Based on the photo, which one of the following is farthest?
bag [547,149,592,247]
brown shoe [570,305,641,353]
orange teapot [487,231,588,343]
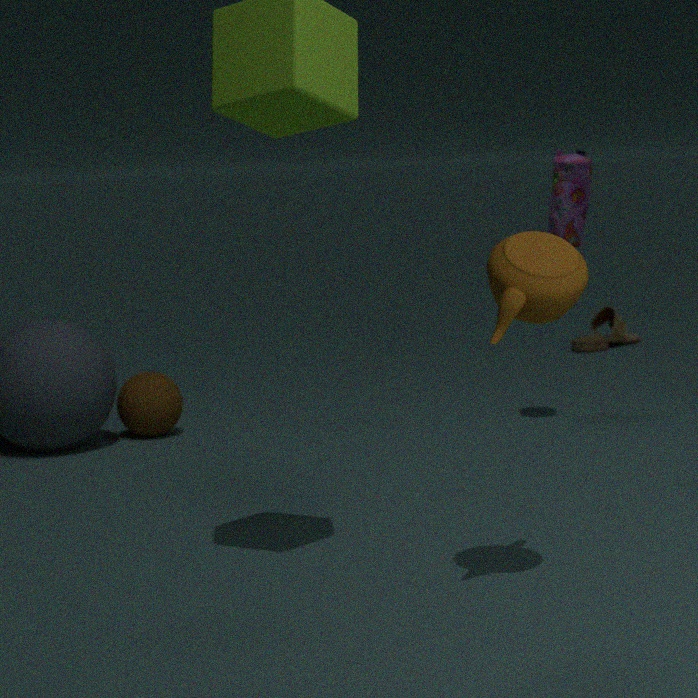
brown shoe [570,305,641,353]
